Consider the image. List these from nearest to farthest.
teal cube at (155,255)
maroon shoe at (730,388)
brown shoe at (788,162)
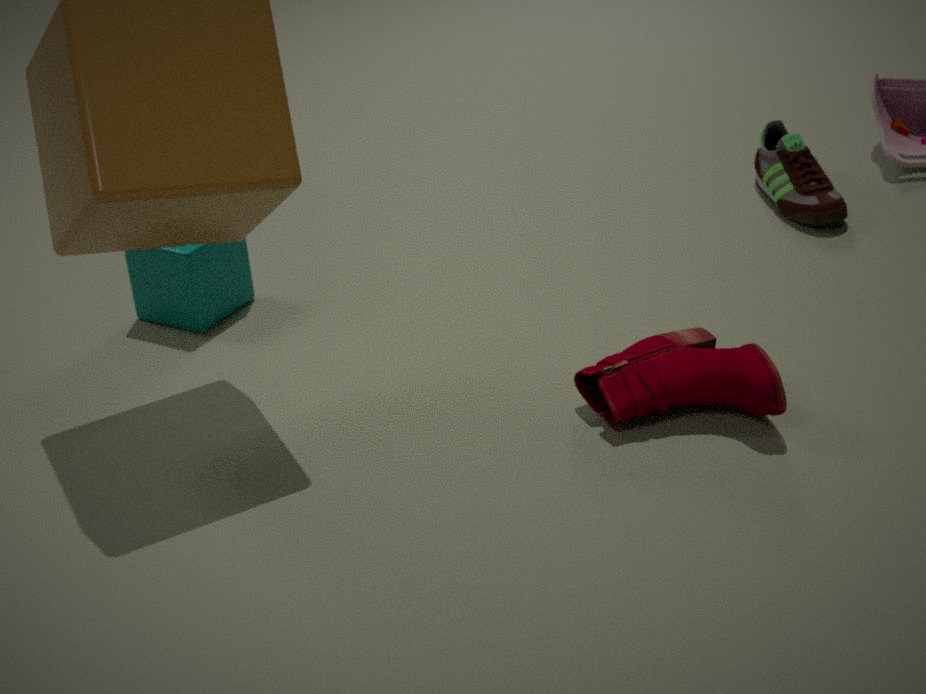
1. maroon shoe at (730,388)
2. teal cube at (155,255)
3. brown shoe at (788,162)
